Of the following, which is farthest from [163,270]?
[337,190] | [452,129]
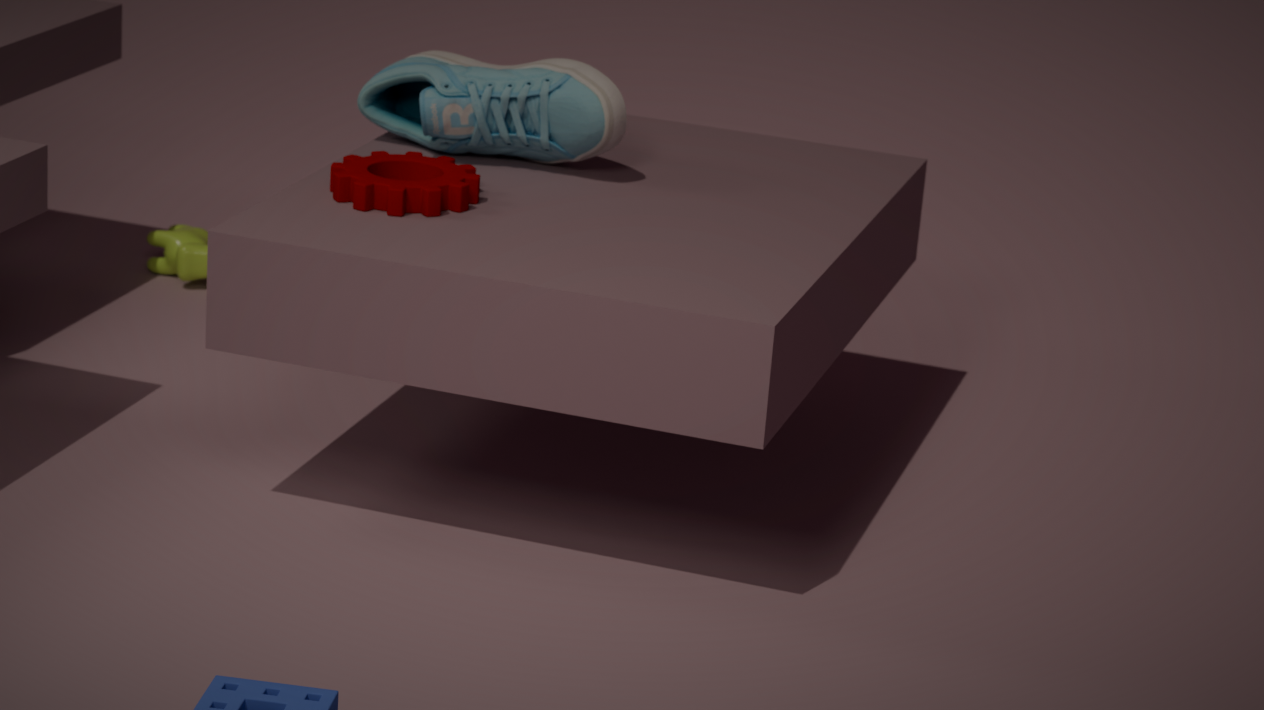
[337,190]
